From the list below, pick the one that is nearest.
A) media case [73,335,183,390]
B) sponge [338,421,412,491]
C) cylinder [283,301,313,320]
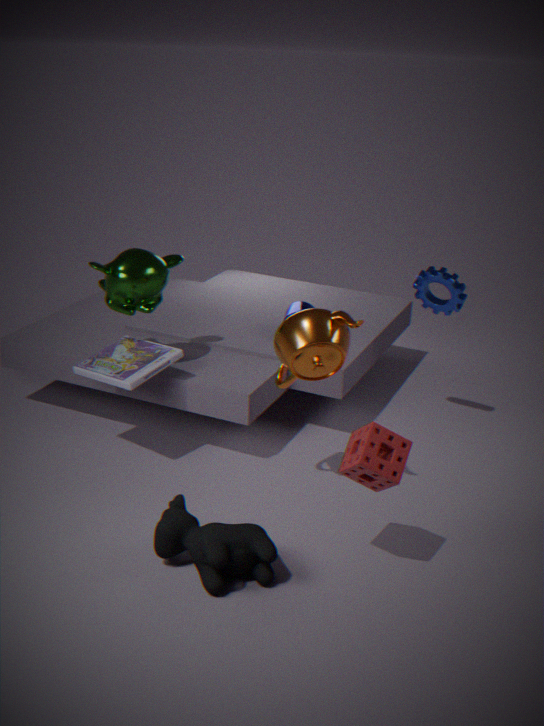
sponge [338,421,412,491]
